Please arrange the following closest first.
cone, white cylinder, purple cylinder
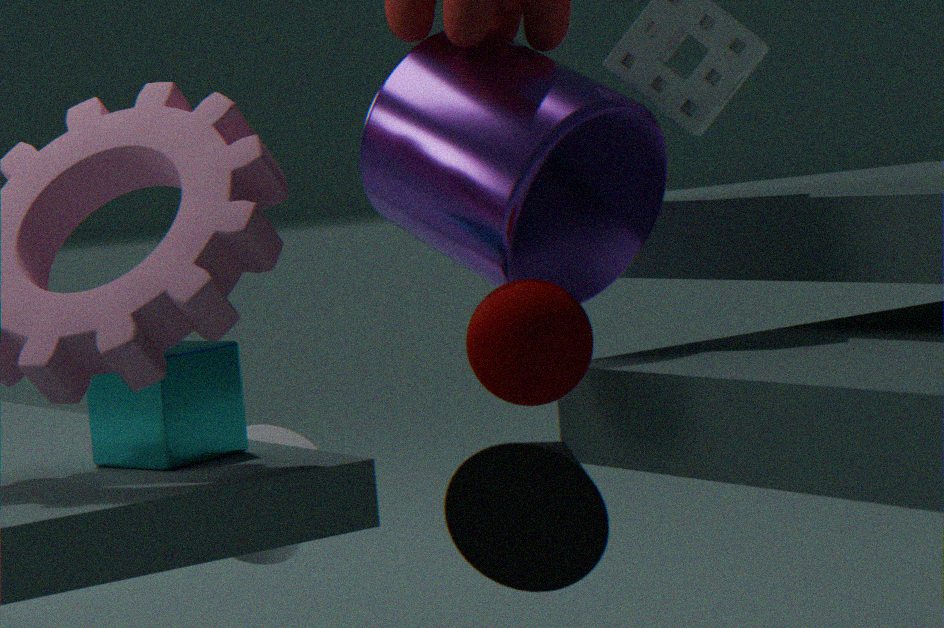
cone
purple cylinder
white cylinder
